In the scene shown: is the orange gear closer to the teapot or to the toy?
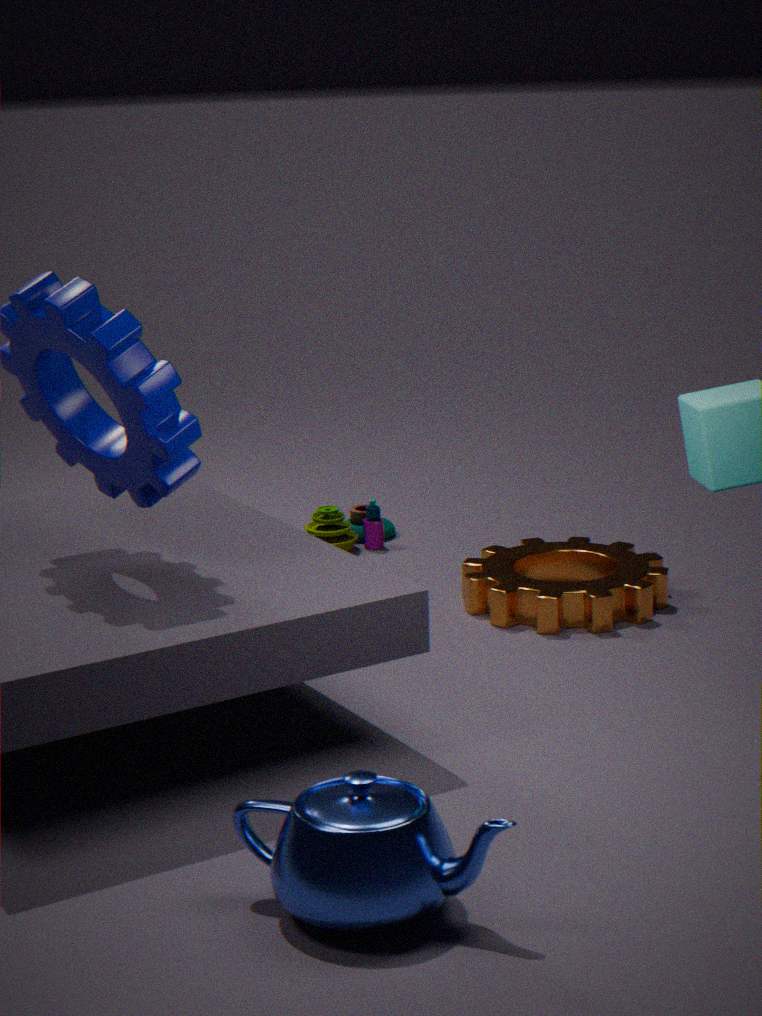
the toy
